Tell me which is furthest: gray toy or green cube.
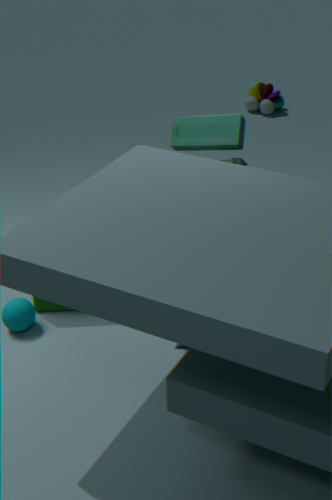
gray toy
